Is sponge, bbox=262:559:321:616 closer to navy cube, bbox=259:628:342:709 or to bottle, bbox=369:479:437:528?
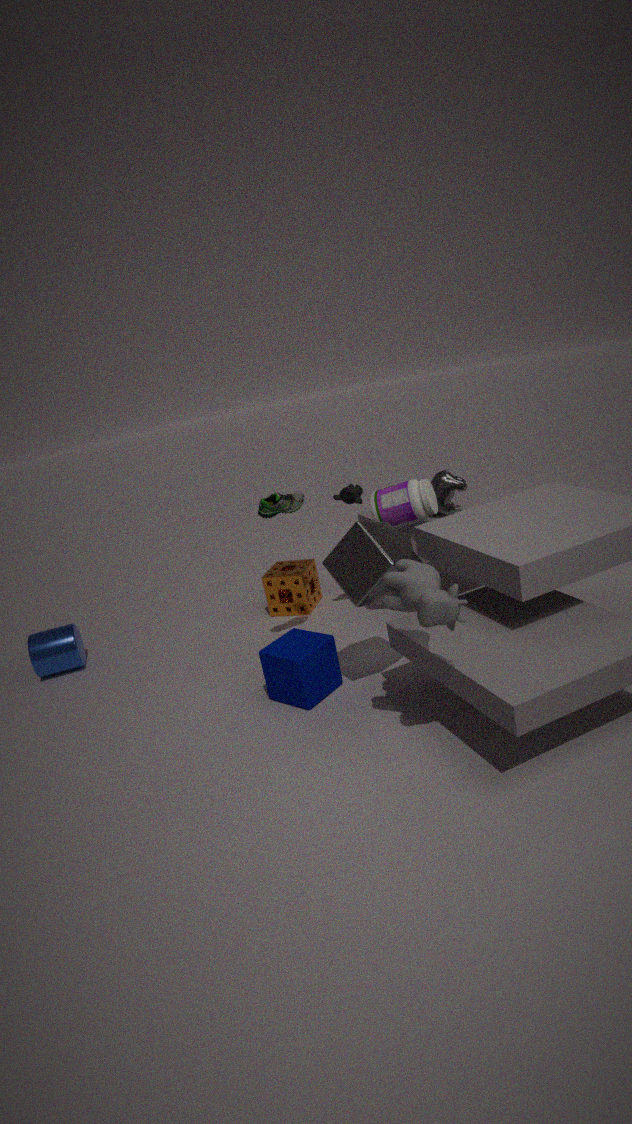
bottle, bbox=369:479:437:528
